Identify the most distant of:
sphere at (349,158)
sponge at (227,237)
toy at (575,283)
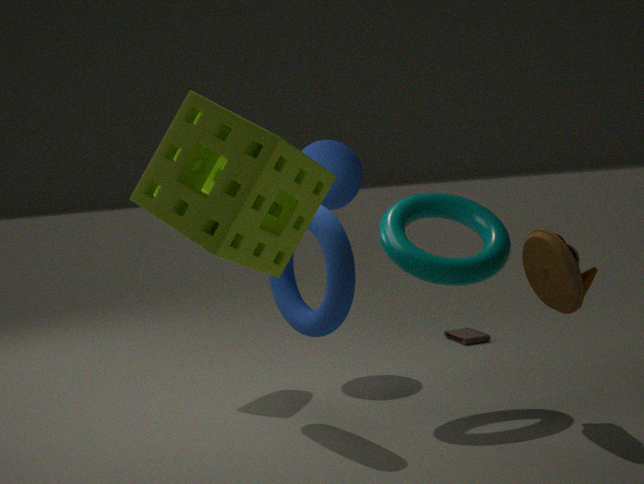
sphere at (349,158)
